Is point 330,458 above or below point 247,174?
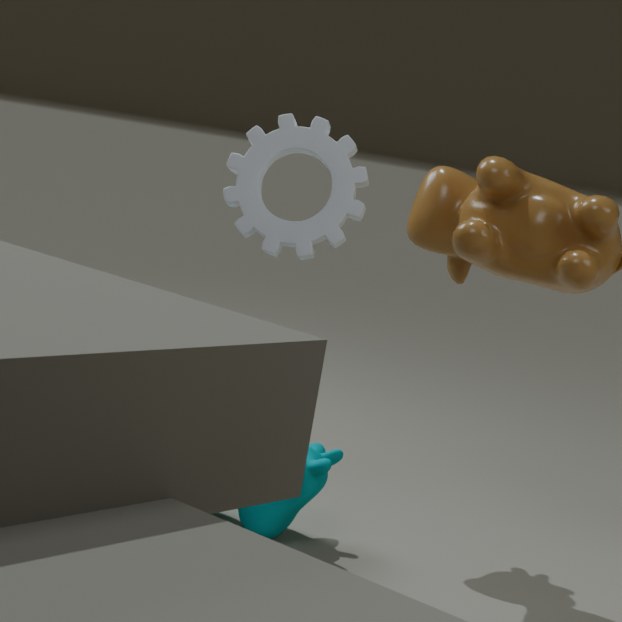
below
